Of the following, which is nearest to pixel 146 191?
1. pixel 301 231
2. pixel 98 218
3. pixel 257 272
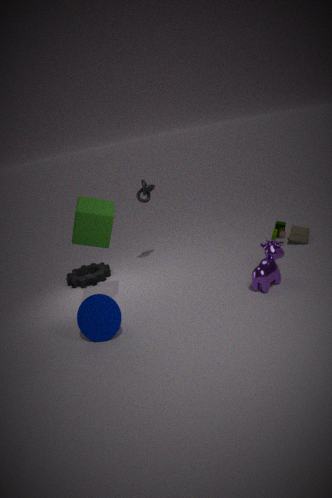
pixel 98 218
